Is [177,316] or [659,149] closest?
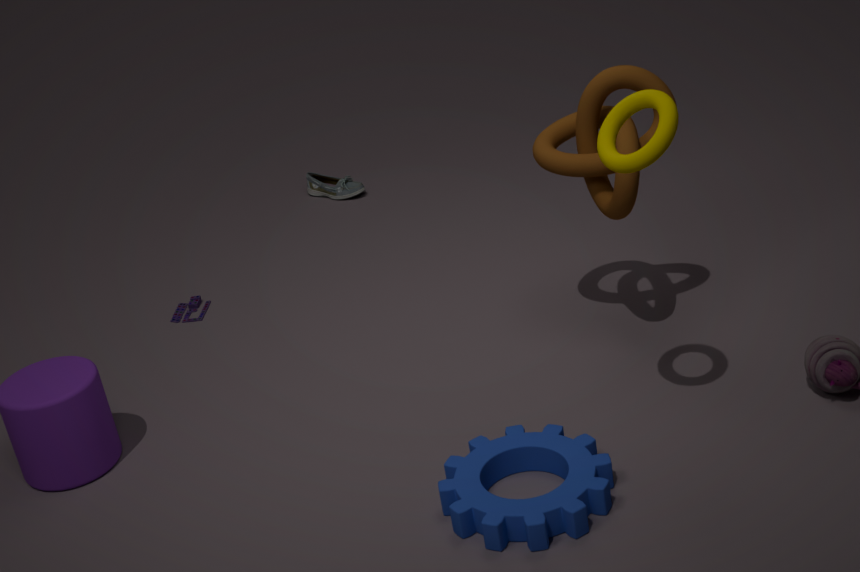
[659,149]
